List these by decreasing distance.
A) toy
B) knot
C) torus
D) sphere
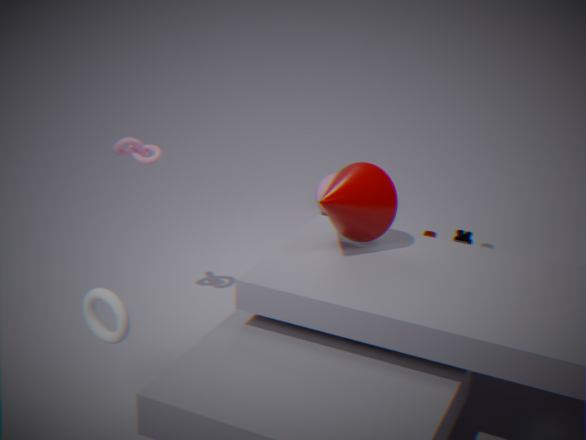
1. sphere
2. toy
3. knot
4. torus
